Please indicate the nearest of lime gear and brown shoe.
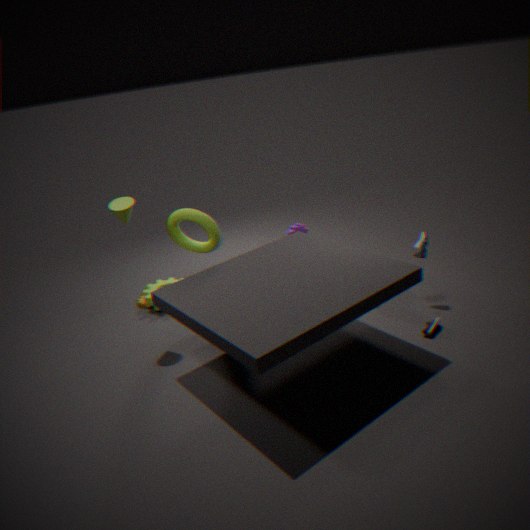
brown shoe
